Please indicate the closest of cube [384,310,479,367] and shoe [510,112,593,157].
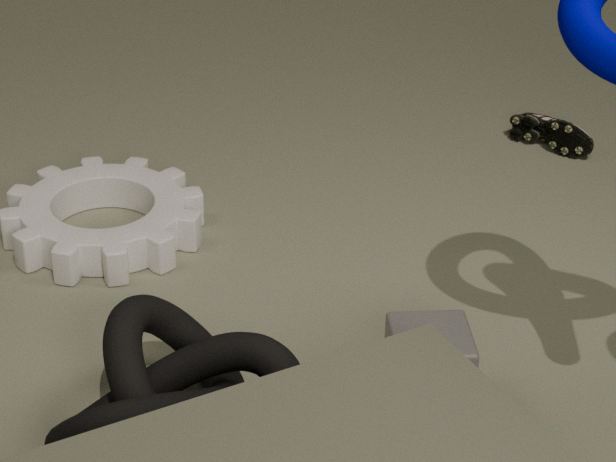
cube [384,310,479,367]
